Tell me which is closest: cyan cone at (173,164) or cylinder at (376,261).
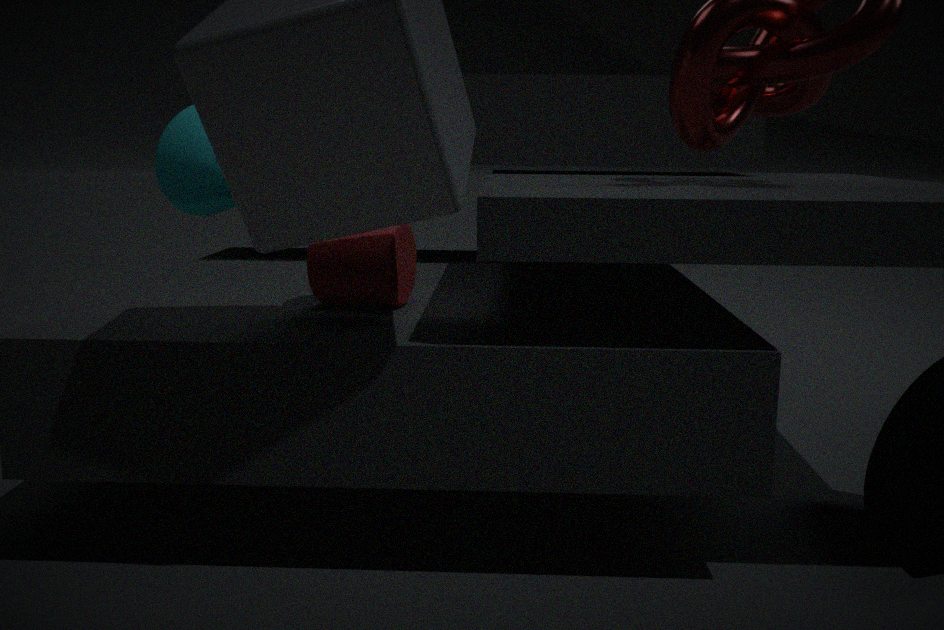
cylinder at (376,261)
